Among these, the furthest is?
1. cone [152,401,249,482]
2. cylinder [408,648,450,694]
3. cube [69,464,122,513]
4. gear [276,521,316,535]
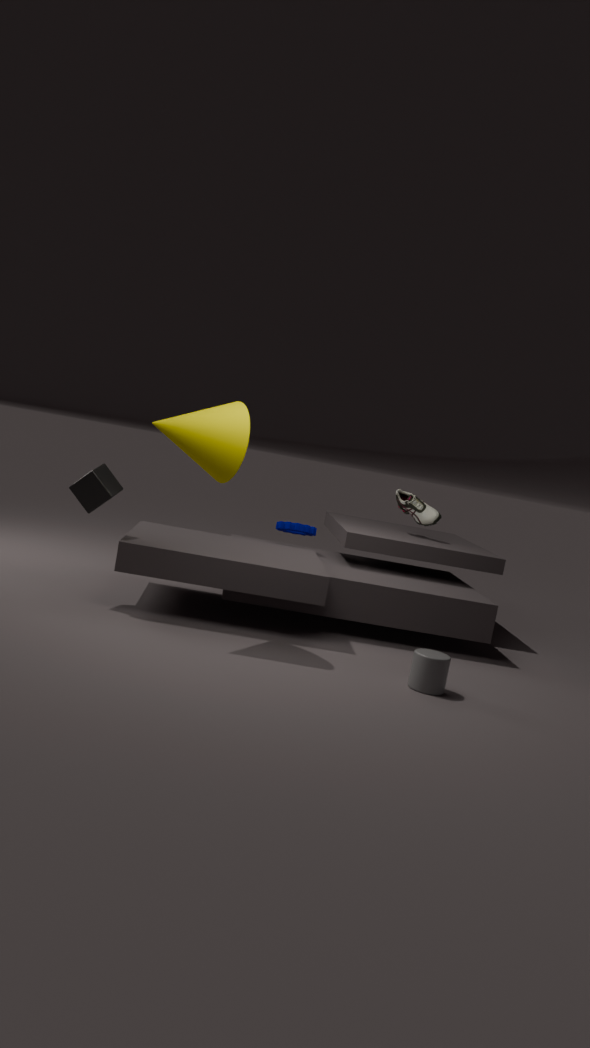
gear [276,521,316,535]
